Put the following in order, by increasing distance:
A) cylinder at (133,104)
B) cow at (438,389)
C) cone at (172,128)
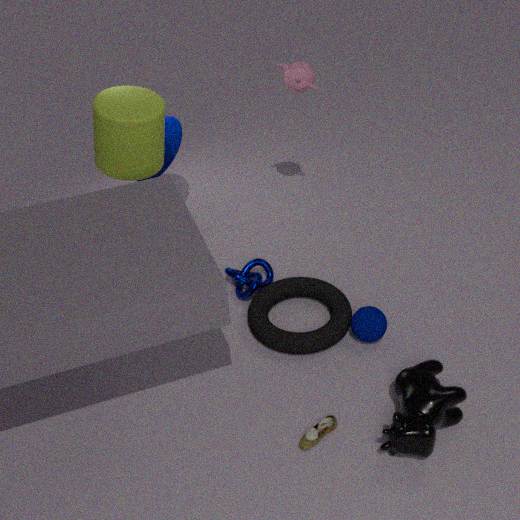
cow at (438,389)
cylinder at (133,104)
cone at (172,128)
